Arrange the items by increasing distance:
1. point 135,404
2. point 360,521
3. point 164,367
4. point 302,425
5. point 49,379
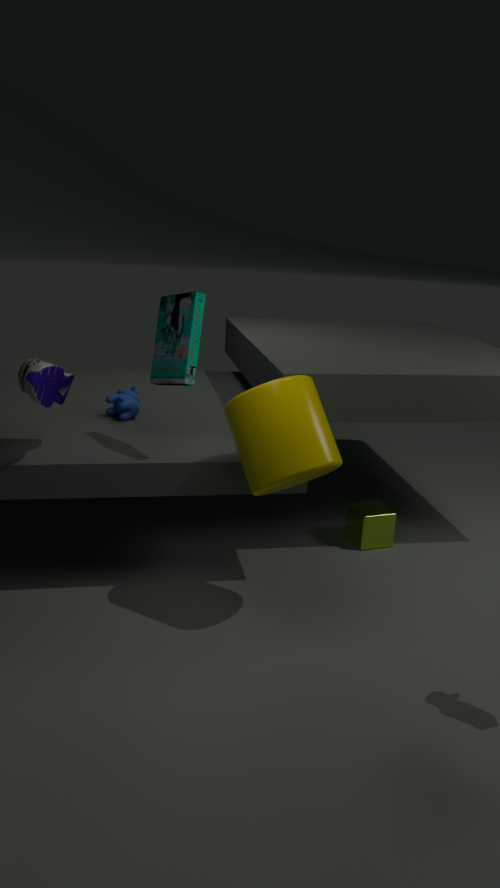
1. point 302,425
2. point 49,379
3. point 164,367
4. point 135,404
5. point 360,521
